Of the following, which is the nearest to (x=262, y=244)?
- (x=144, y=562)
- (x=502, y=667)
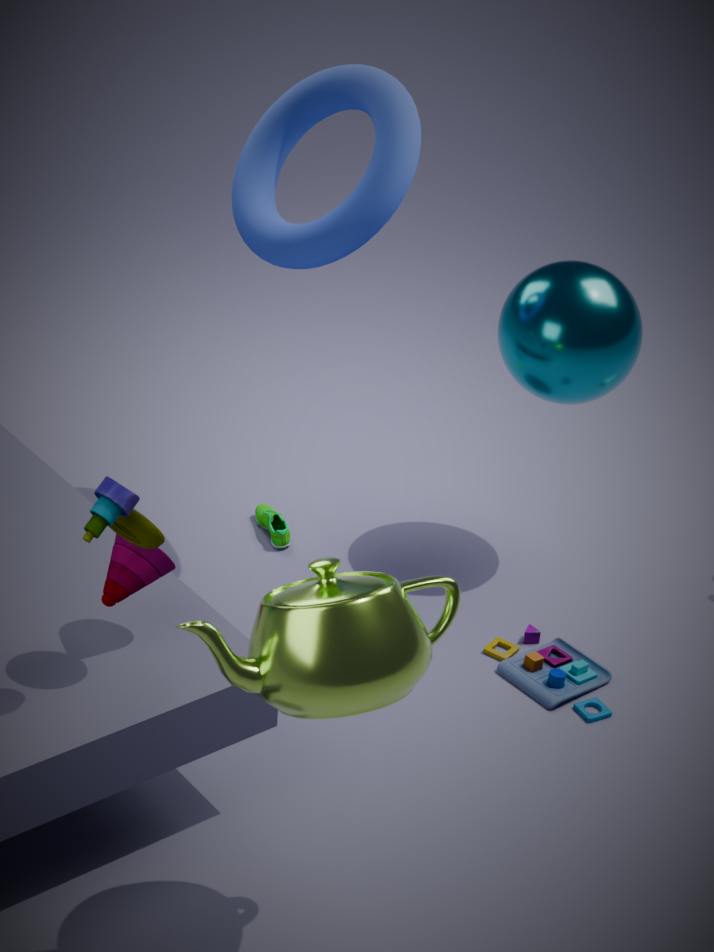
(x=144, y=562)
